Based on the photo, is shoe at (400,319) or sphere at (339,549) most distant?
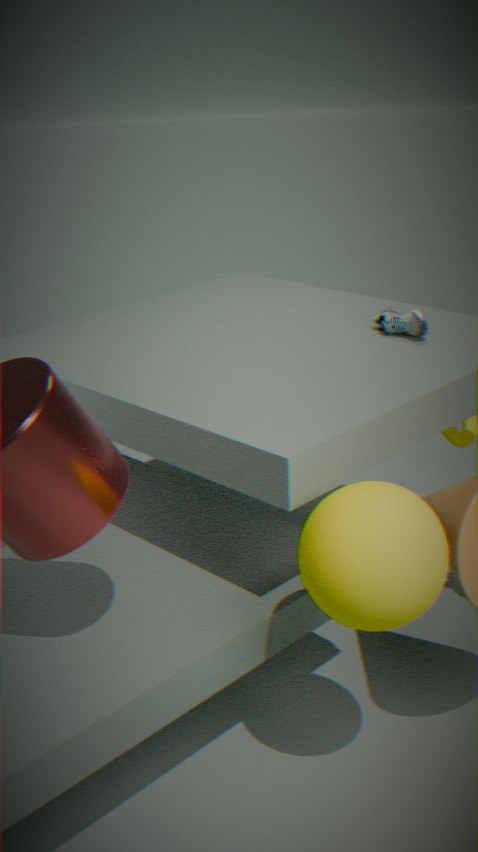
shoe at (400,319)
